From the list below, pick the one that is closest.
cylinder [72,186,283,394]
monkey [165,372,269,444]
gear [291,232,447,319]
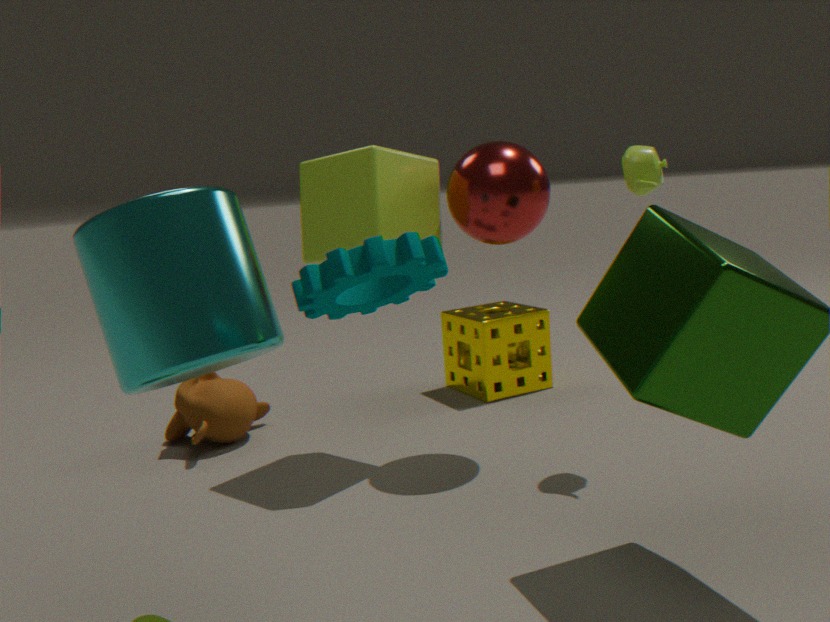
gear [291,232,447,319]
